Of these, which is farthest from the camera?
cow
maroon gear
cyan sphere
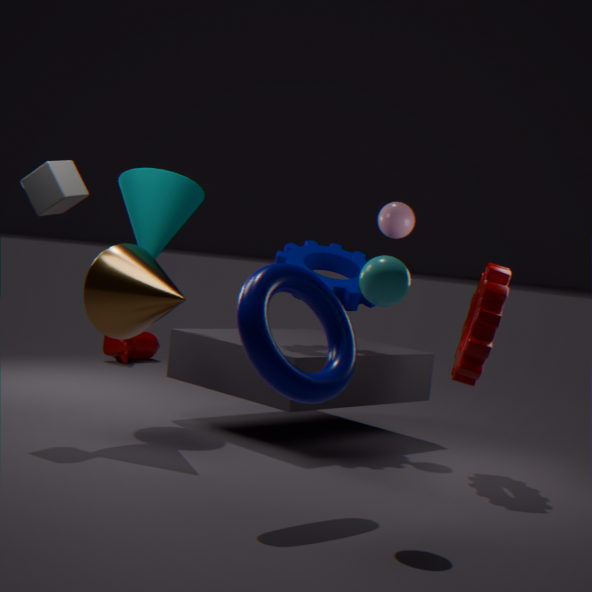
cow
